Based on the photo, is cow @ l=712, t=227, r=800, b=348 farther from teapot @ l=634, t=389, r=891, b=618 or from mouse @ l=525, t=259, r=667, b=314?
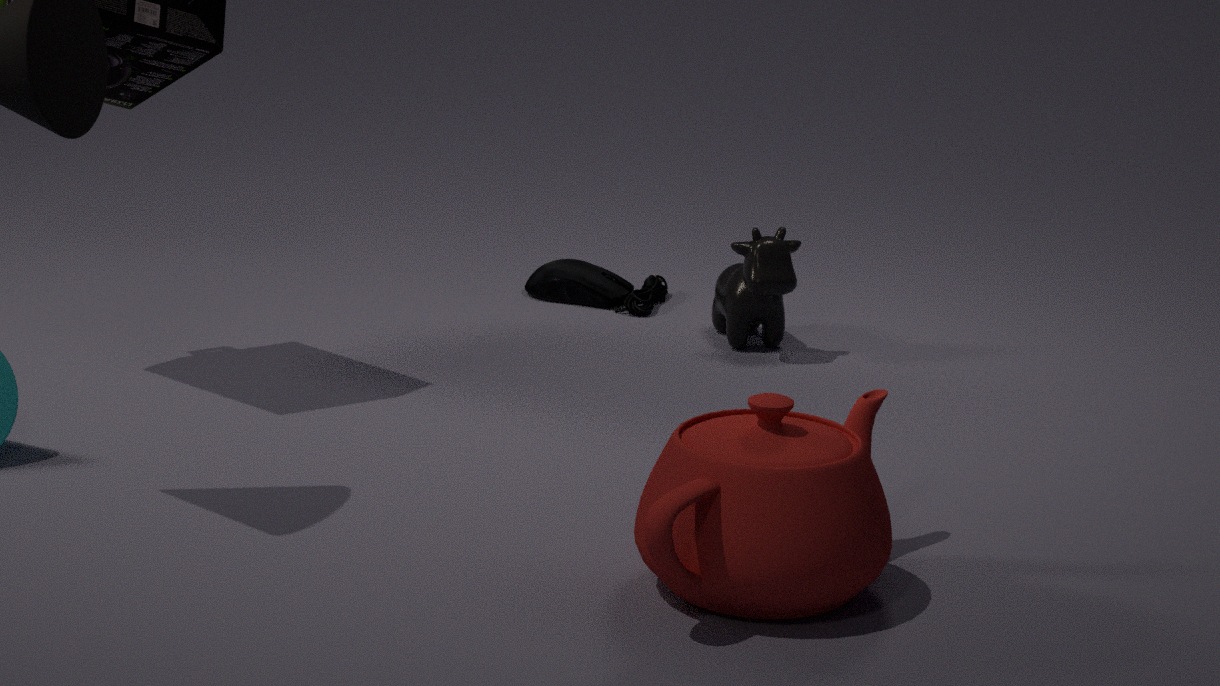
teapot @ l=634, t=389, r=891, b=618
